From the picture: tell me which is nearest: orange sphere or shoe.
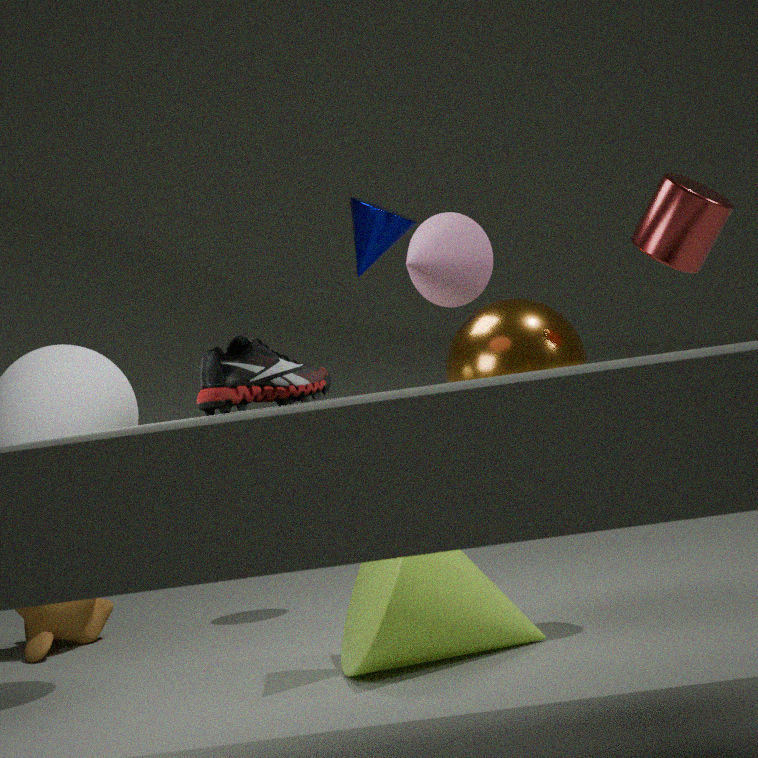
shoe
